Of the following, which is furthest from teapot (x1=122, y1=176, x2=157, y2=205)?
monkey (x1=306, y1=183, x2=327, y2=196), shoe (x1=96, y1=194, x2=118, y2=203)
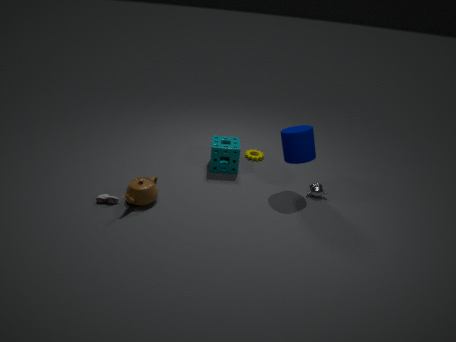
monkey (x1=306, y1=183, x2=327, y2=196)
